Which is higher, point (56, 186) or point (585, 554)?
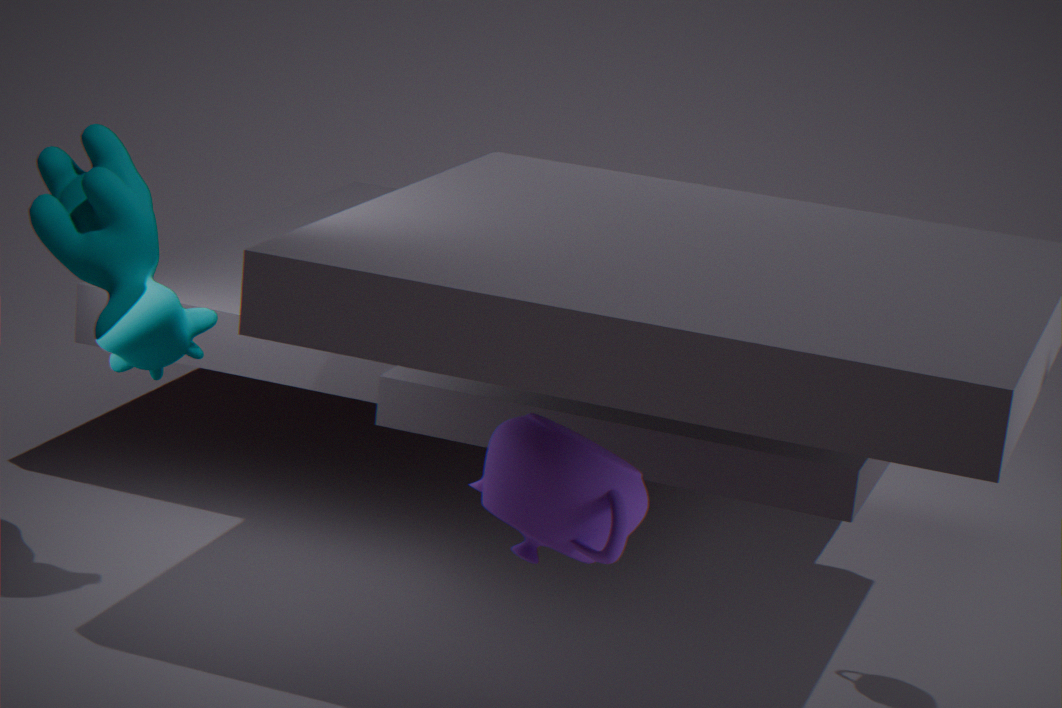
point (56, 186)
